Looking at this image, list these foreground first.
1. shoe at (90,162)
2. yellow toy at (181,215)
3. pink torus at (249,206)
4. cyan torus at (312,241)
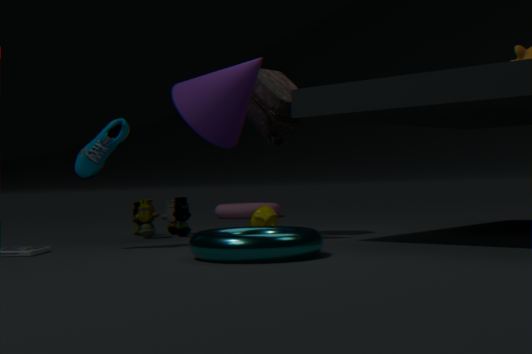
cyan torus at (312,241), shoe at (90,162), yellow toy at (181,215), pink torus at (249,206)
